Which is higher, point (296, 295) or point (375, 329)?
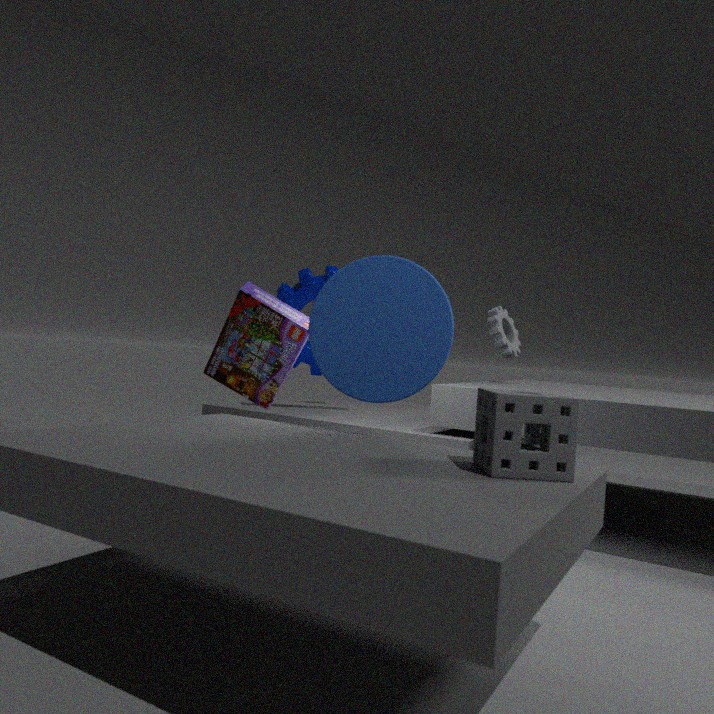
point (296, 295)
